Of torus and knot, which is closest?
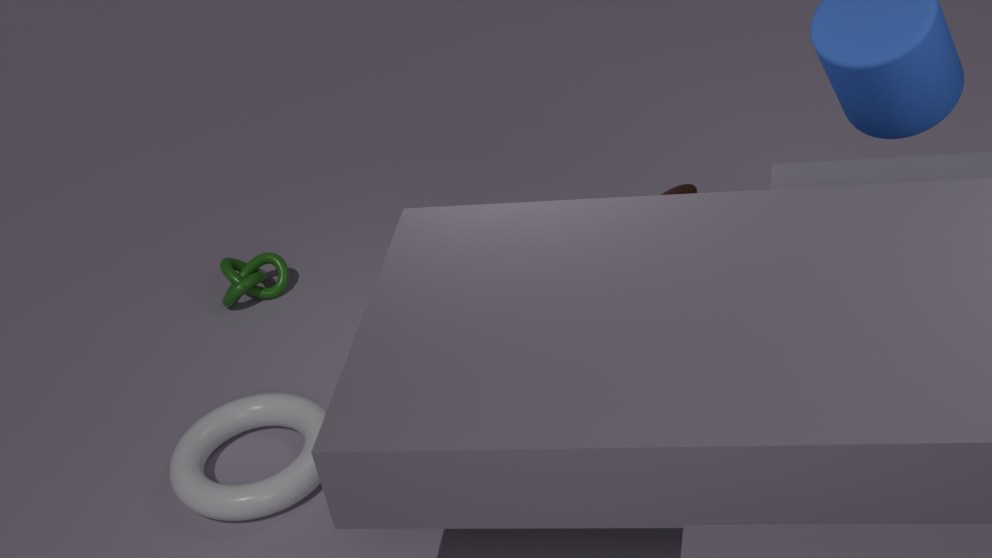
torus
